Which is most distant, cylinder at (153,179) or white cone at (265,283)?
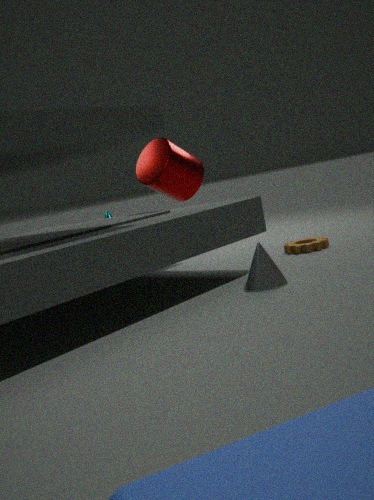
cylinder at (153,179)
